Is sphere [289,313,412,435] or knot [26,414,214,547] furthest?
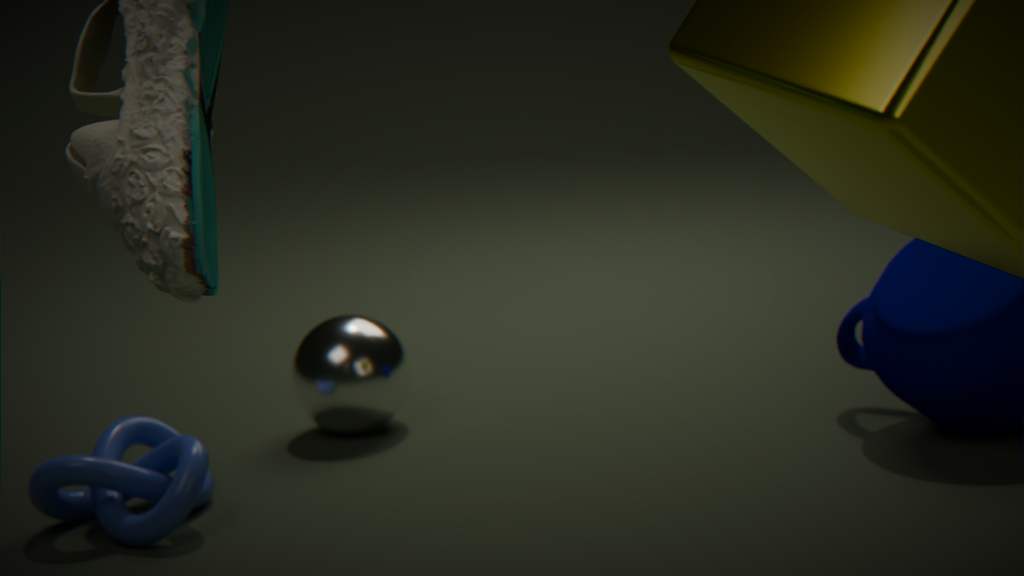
sphere [289,313,412,435]
